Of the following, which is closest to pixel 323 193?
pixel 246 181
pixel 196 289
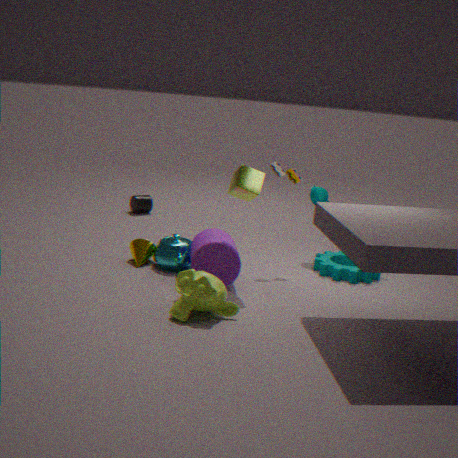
pixel 246 181
